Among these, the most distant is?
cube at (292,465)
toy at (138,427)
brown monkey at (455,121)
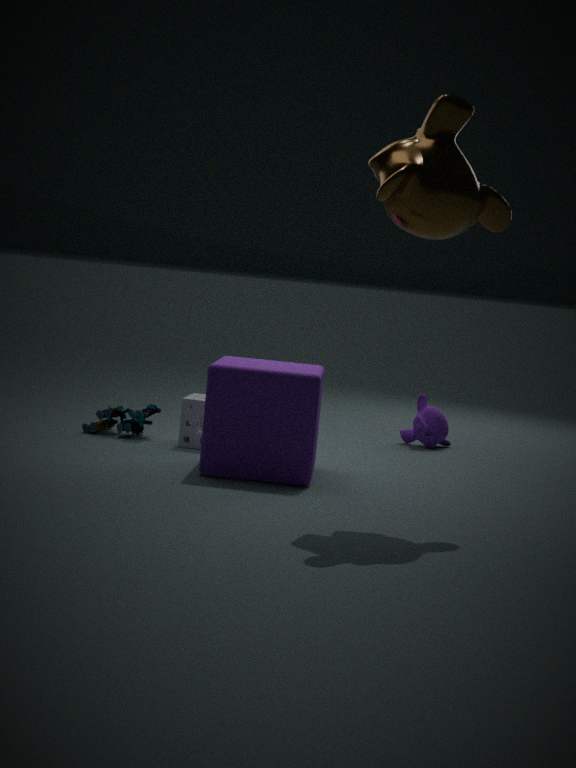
toy at (138,427)
